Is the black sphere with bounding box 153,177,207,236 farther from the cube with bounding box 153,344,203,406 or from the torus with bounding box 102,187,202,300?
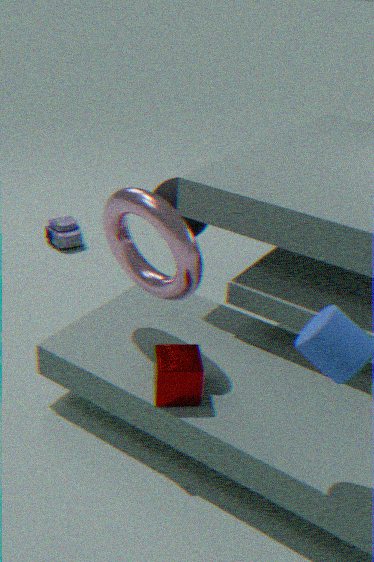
the cube with bounding box 153,344,203,406
